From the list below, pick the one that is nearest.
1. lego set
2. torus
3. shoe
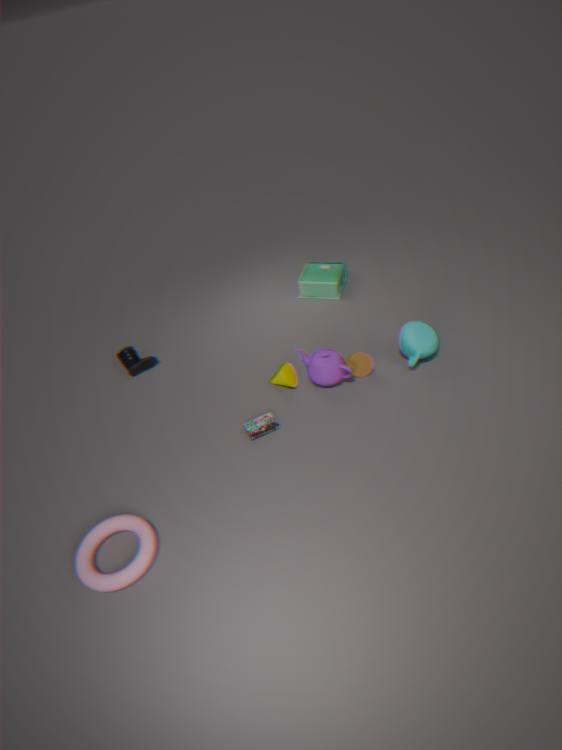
torus
